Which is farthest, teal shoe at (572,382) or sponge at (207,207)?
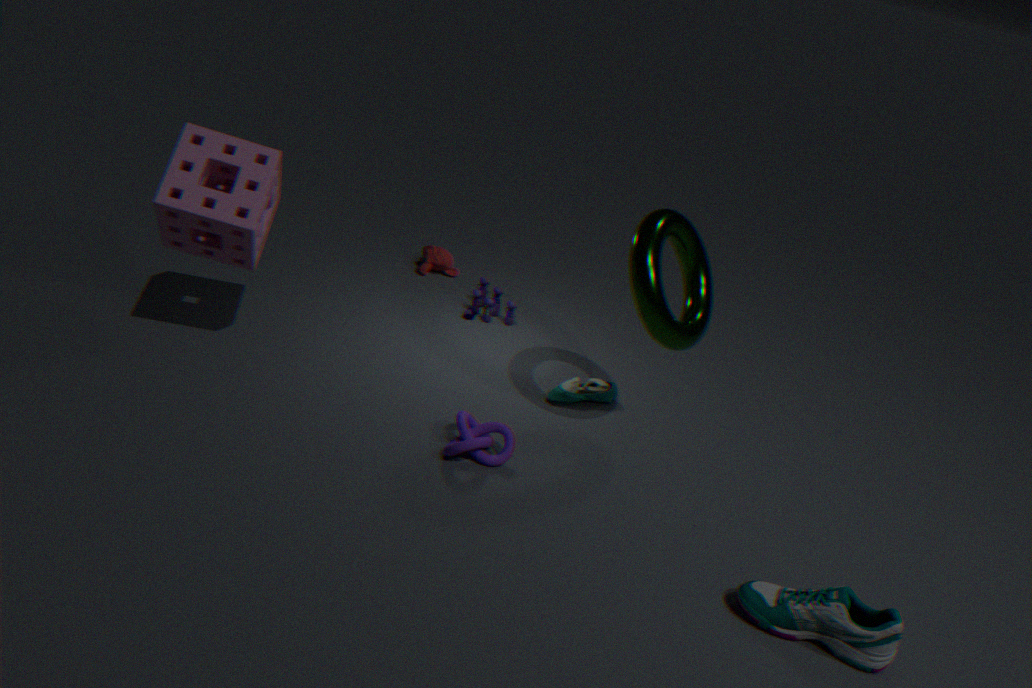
teal shoe at (572,382)
